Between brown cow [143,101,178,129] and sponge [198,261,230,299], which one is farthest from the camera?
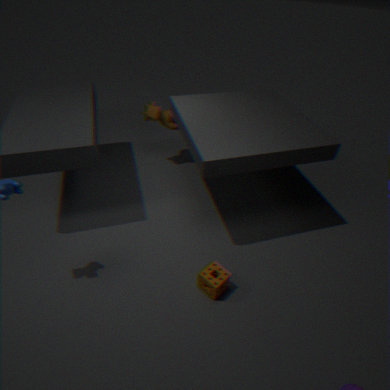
brown cow [143,101,178,129]
